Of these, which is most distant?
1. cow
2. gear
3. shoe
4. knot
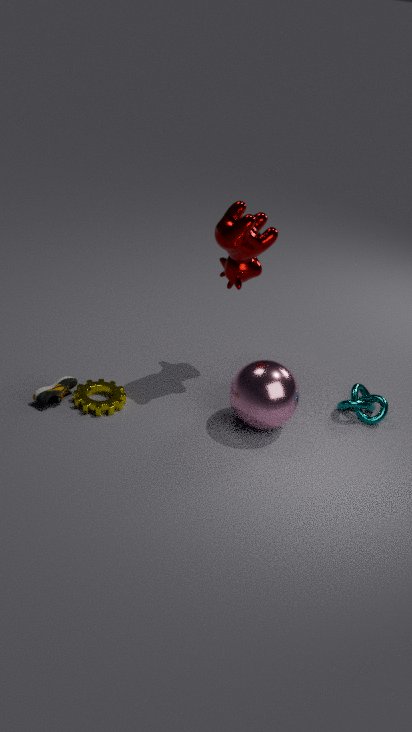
knot
